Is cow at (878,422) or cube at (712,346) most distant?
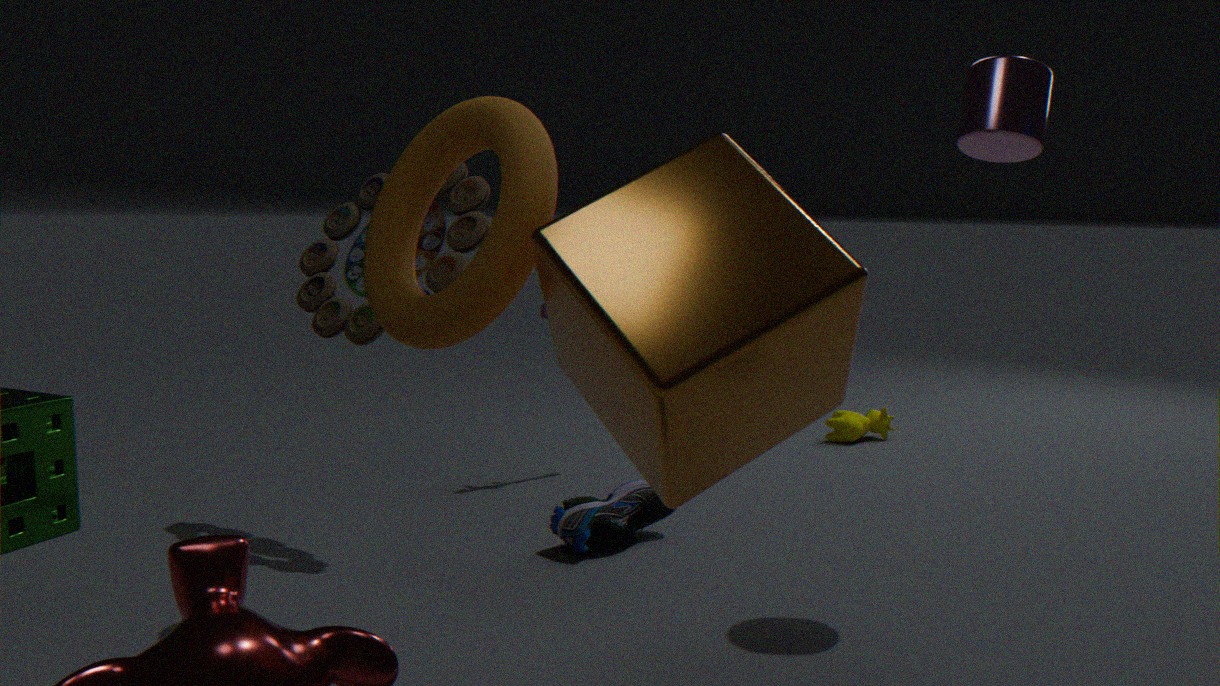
cow at (878,422)
